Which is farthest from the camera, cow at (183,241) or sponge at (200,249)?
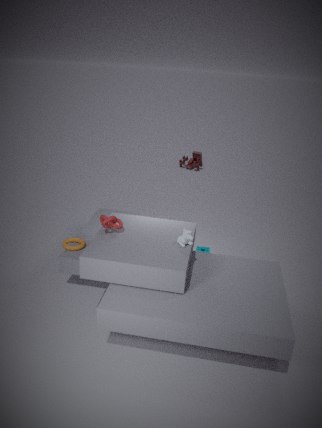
sponge at (200,249)
